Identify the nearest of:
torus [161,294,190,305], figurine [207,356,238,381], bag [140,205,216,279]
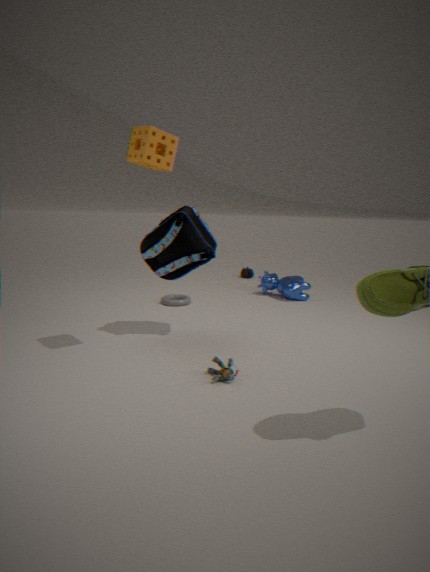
figurine [207,356,238,381]
